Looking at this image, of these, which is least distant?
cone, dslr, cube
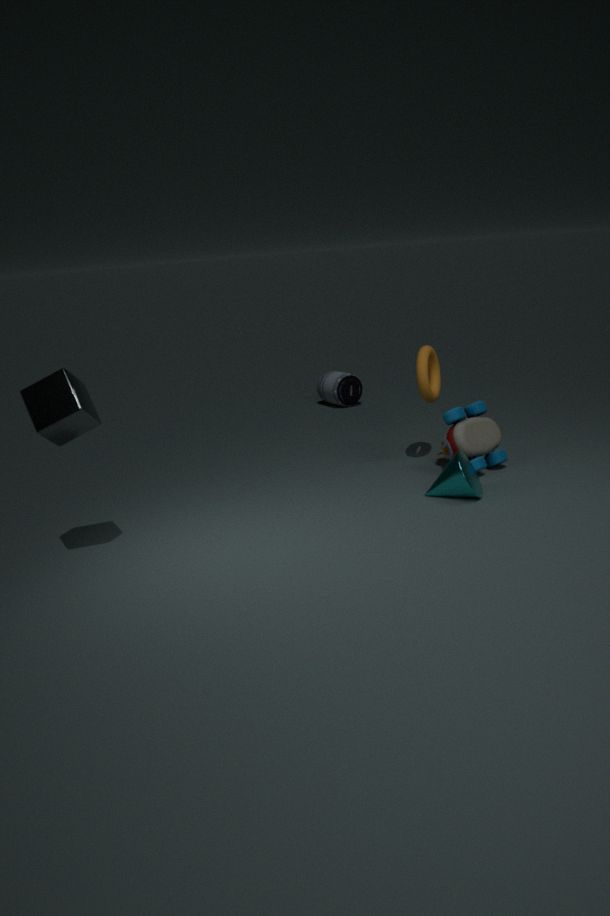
cube
